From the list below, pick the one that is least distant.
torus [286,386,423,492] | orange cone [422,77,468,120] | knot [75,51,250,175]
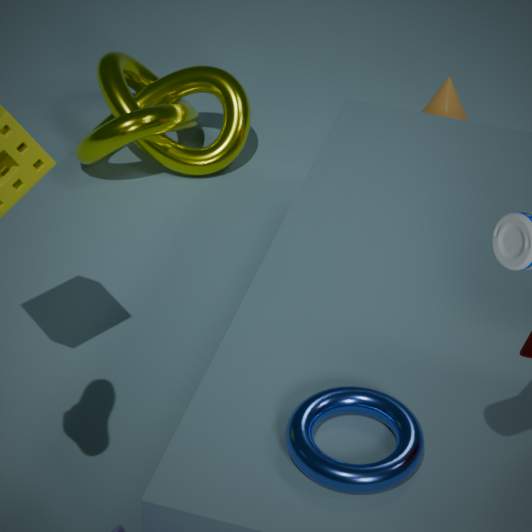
torus [286,386,423,492]
